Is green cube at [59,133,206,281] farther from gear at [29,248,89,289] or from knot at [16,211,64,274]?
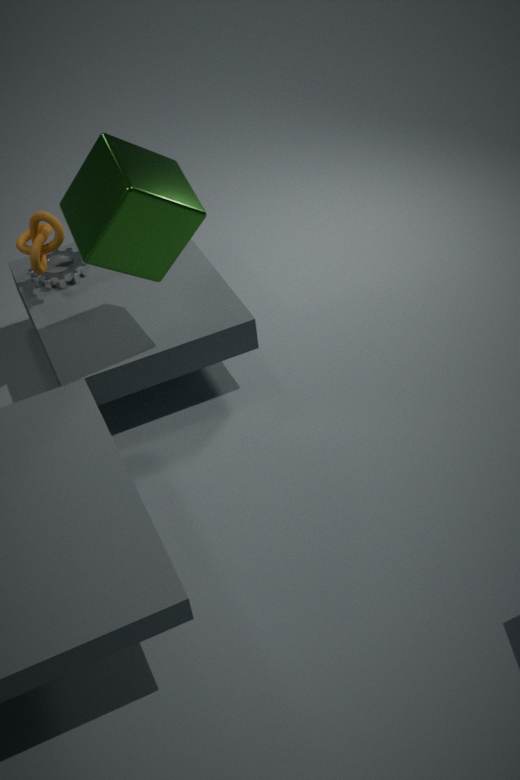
gear at [29,248,89,289]
